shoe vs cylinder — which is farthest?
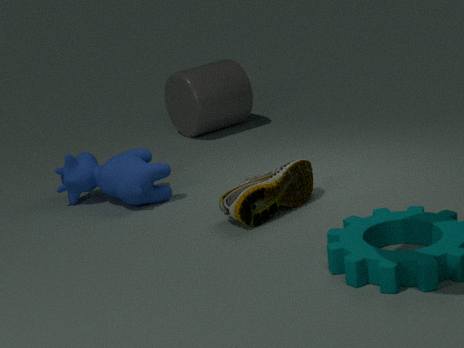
cylinder
